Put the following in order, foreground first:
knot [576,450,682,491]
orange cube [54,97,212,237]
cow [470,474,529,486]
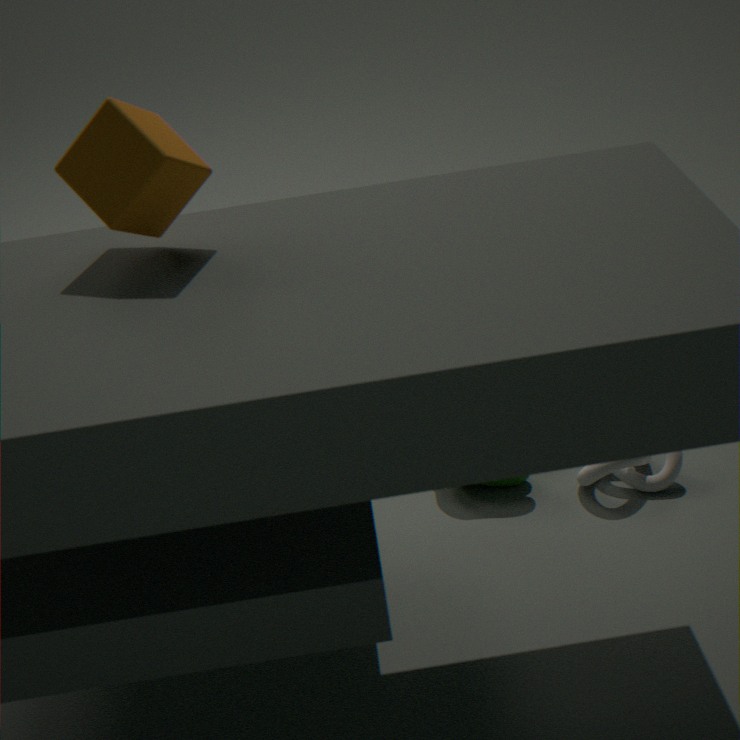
1. orange cube [54,97,212,237]
2. knot [576,450,682,491]
3. cow [470,474,529,486]
